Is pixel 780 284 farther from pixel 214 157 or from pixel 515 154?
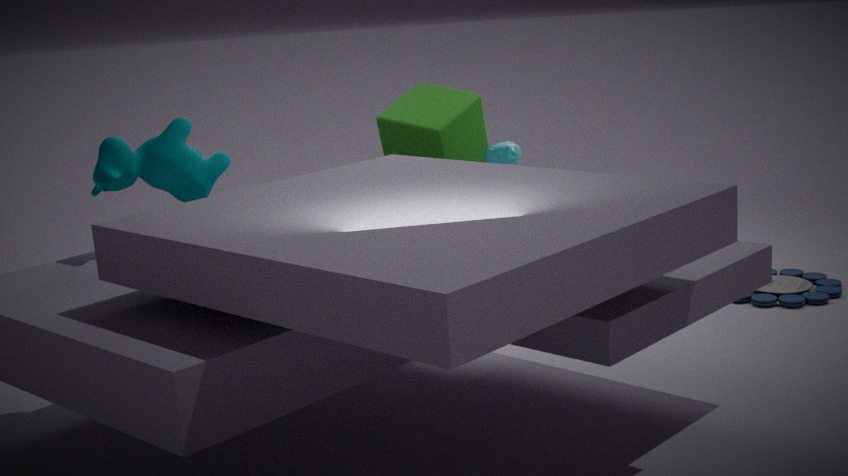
pixel 214 157
